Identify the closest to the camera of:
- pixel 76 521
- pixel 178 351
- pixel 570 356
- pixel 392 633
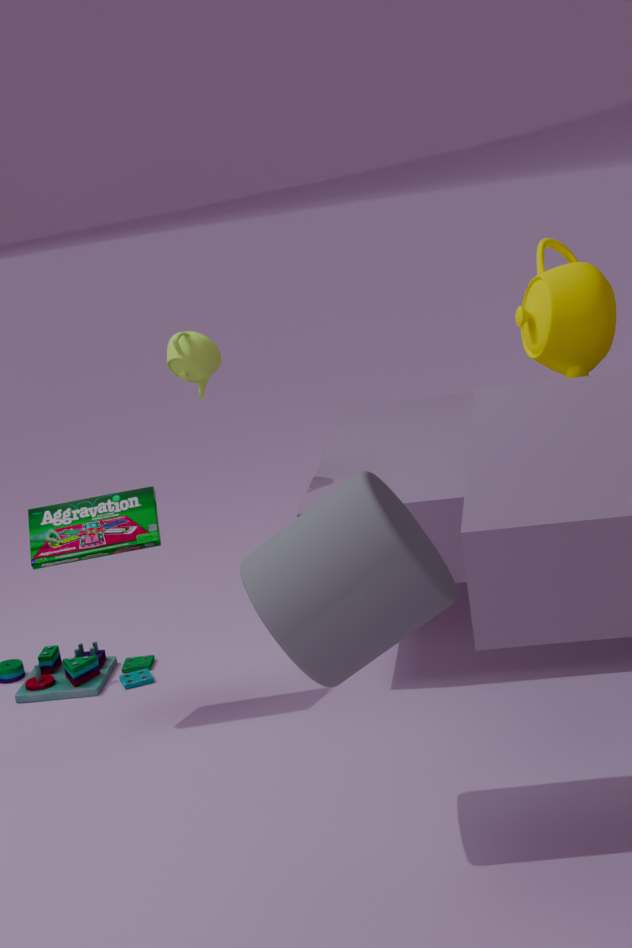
pixel 392 633
